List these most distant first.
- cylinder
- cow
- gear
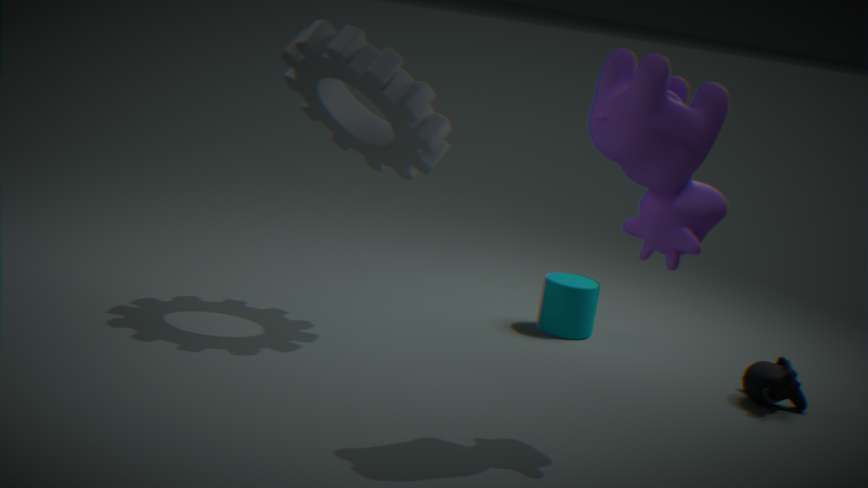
cylinder < gear < cow
